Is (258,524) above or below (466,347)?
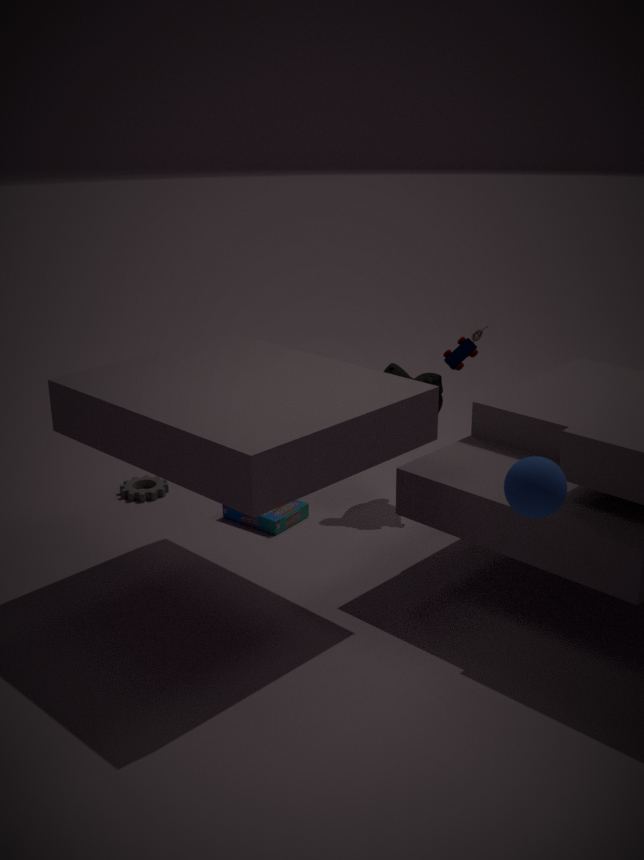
below
